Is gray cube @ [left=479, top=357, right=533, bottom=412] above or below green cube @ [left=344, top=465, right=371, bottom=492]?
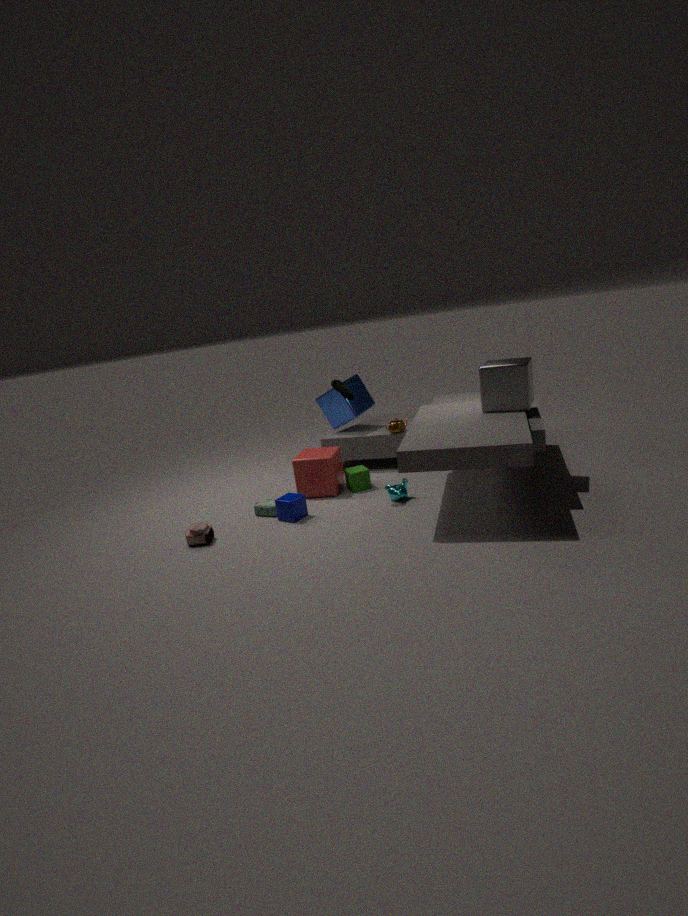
above
